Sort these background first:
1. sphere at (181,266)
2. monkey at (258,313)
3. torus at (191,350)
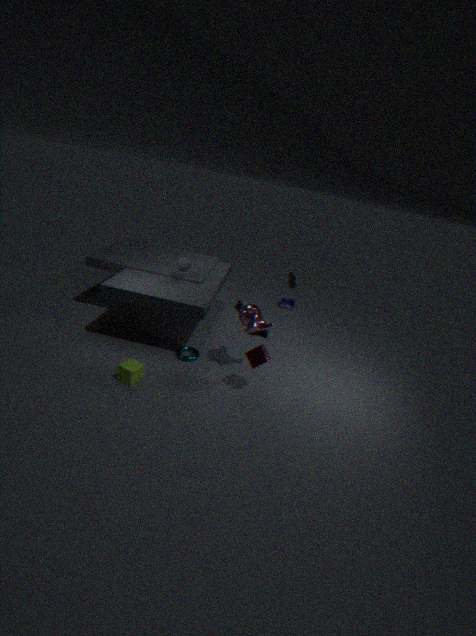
sphere at (181,266)
torus at (191,350)
monkey at (258,313)
